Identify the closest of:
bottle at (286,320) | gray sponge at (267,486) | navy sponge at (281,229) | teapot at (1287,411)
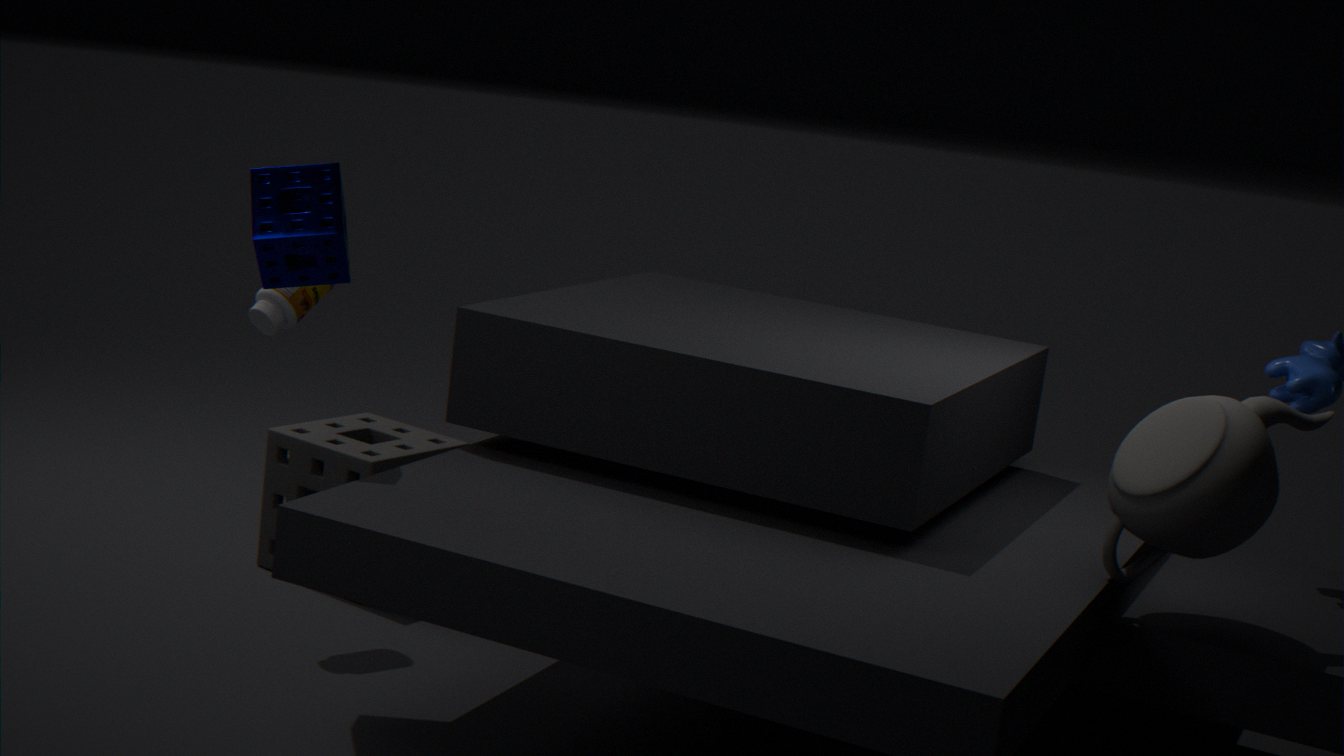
teapot at (1287,411)
